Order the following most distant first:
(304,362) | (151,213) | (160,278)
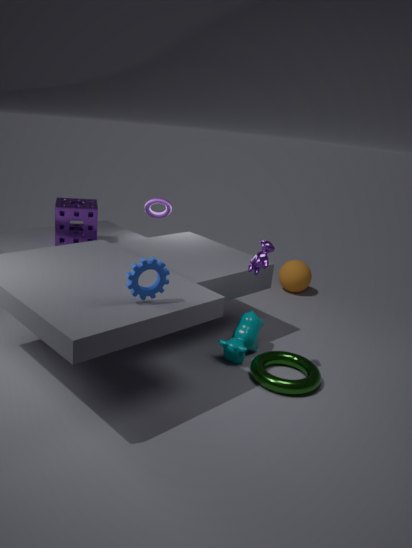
(151,213), (304,362), (160,278)
